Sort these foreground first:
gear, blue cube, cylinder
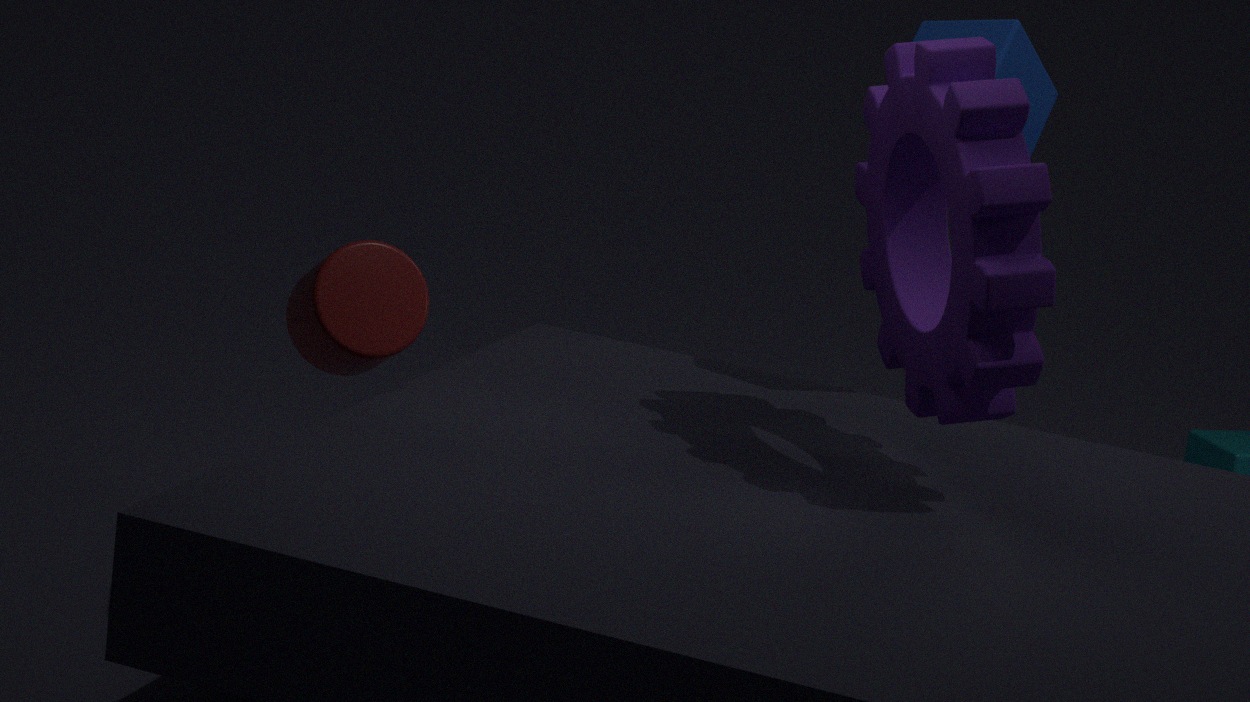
gear < cylinder < blue cube
